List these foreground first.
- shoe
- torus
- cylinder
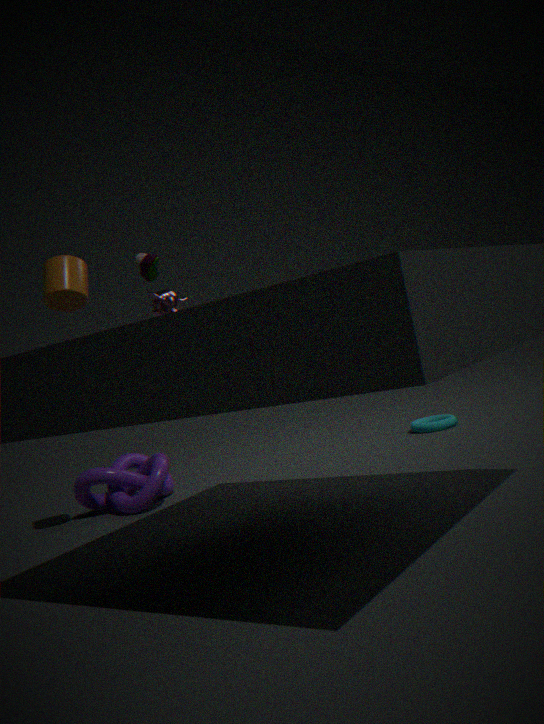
cylinder < shoe < torus
